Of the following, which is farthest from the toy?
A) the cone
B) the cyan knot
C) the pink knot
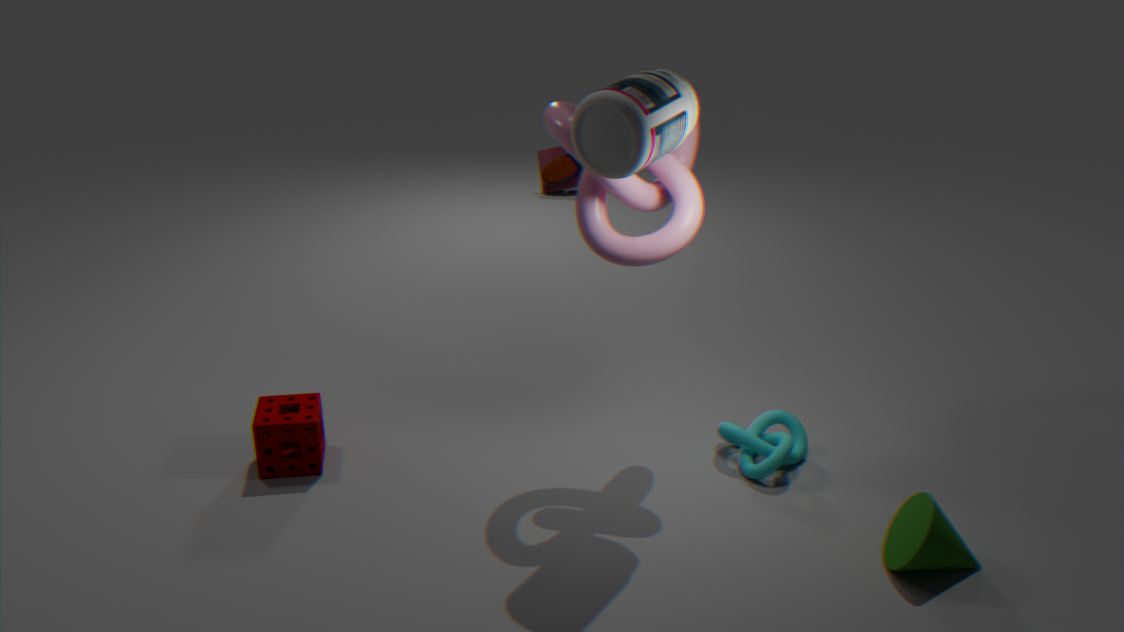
the cone
